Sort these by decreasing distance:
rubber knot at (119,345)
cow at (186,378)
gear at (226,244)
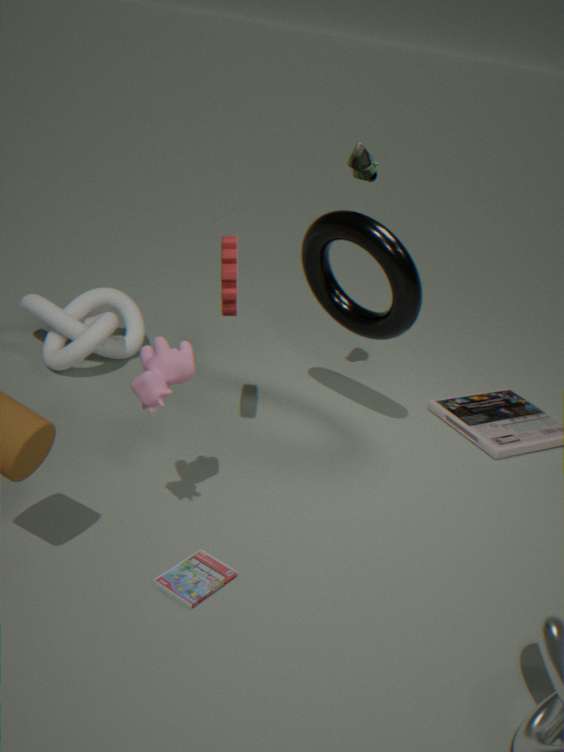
rubber knot at (119,345) → gear at (226,244) → cow at (186,378)
